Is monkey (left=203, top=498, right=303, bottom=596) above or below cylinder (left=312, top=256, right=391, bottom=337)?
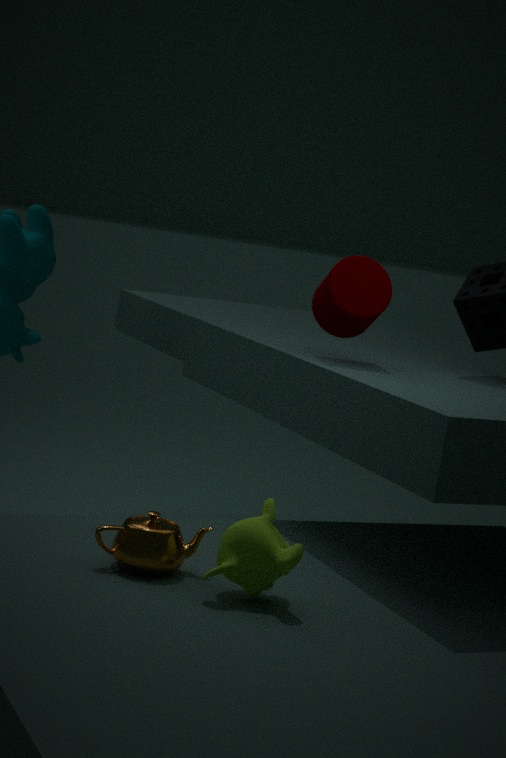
below
